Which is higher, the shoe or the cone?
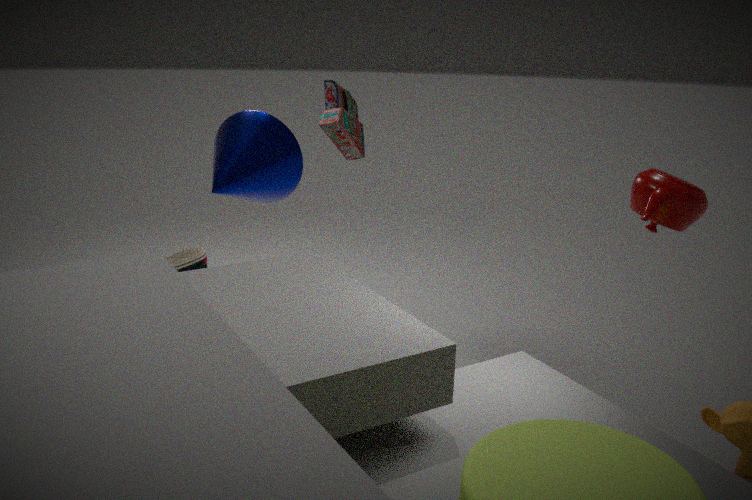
the cone
